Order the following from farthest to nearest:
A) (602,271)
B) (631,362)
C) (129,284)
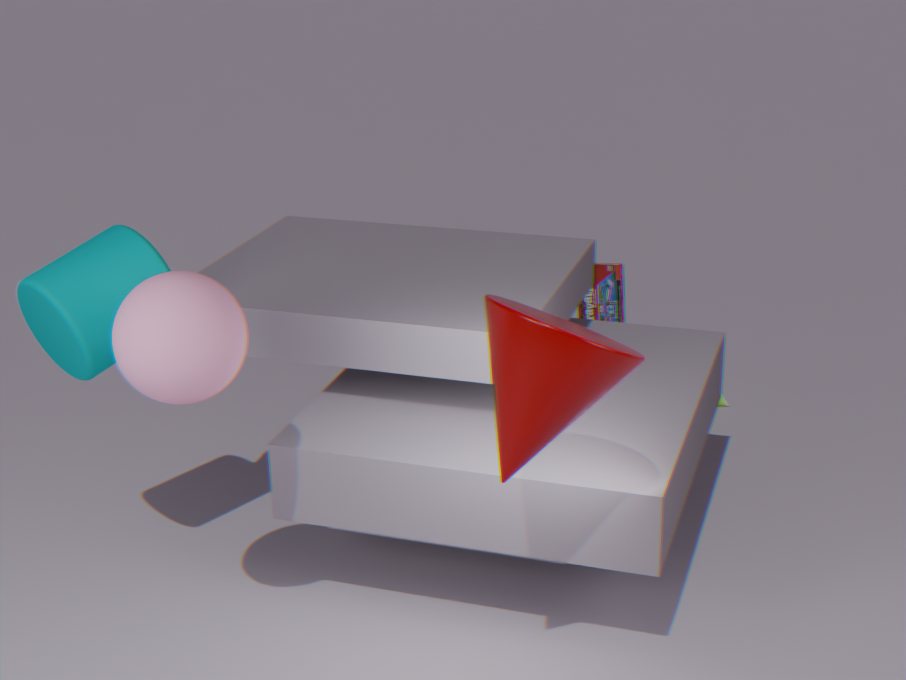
(602,271) < (129,284) < (631,362)
